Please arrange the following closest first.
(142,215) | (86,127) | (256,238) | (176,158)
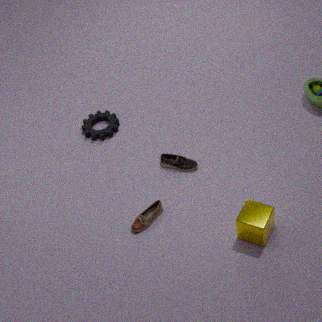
1. (256,238)
2. (142,215)
3. (176,158)
4. (86,127)
